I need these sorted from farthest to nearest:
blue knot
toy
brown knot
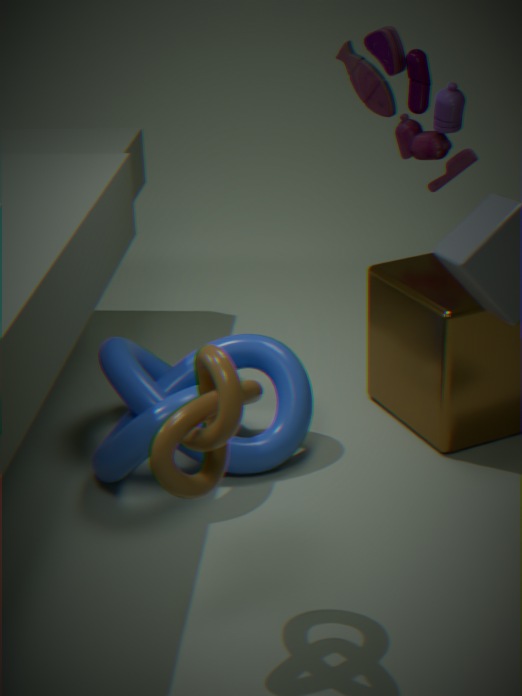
toy < blue knot < brown knot
